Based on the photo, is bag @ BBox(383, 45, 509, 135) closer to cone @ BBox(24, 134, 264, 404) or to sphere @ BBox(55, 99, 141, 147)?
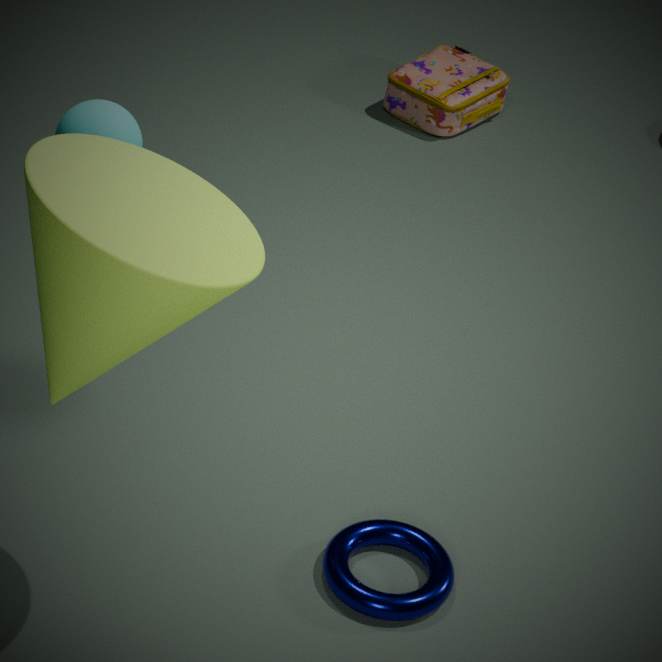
sphere @ BBox(55, 99, 141, 147)
